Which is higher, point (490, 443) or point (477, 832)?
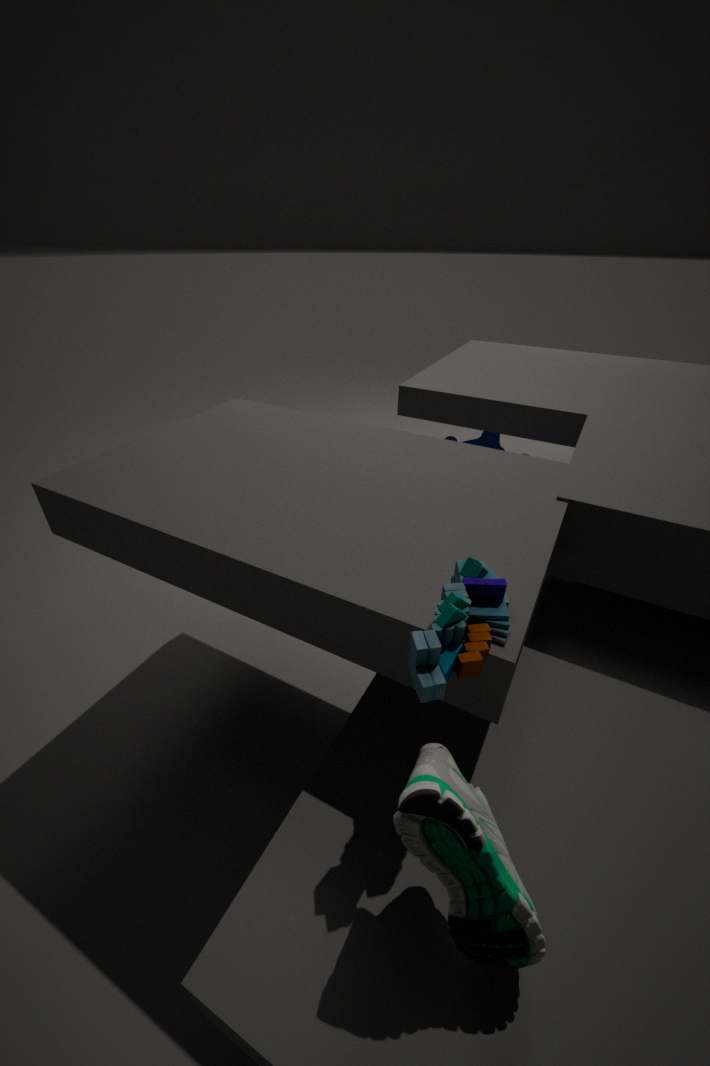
point (477, 832)
